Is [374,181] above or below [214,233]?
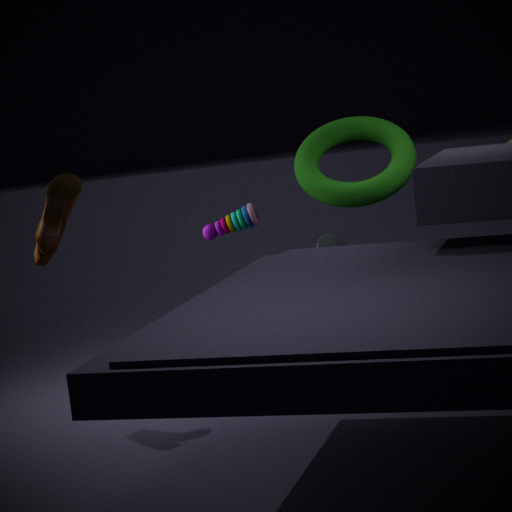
above
